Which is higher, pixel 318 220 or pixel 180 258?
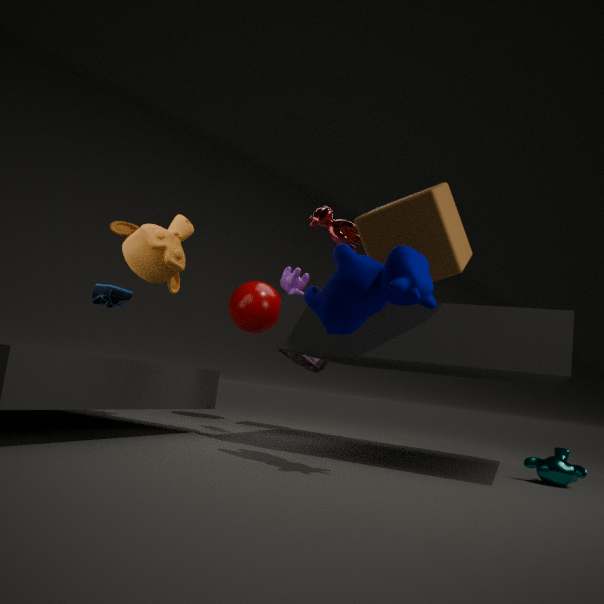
pixel 318 220
